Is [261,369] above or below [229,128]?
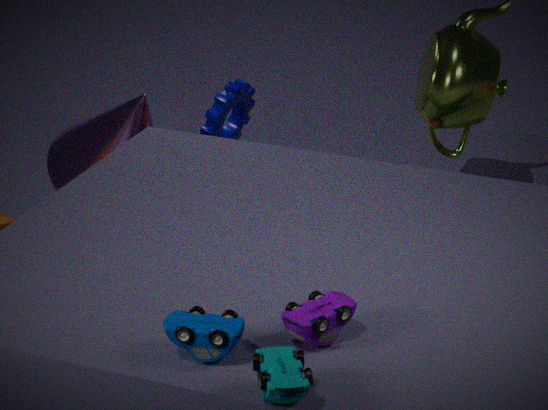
above
